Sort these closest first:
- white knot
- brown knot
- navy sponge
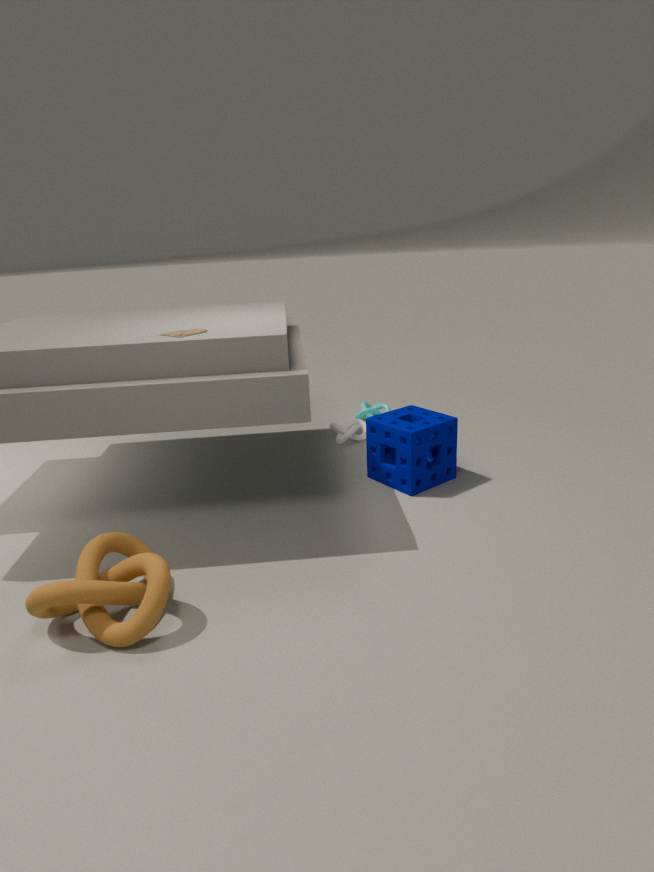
brown knot, navy sponge, white knot
